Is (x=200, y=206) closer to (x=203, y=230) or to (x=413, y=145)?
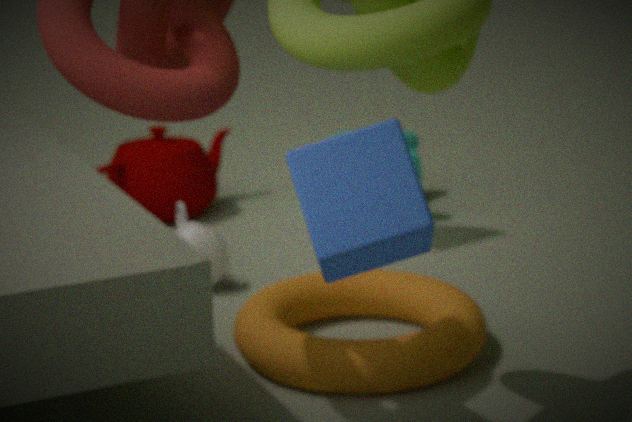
(x=413, y=145)
